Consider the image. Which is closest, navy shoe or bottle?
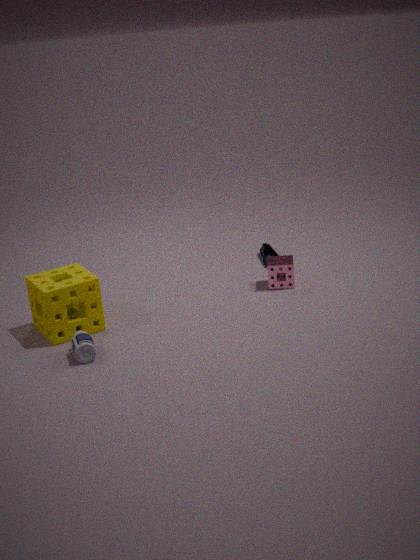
bottle
